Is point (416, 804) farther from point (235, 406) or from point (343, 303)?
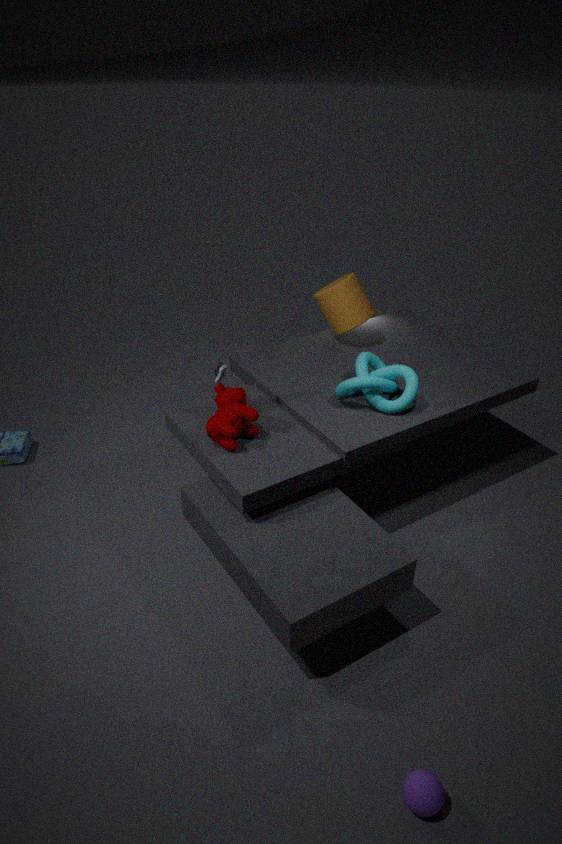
point (343, 303)
